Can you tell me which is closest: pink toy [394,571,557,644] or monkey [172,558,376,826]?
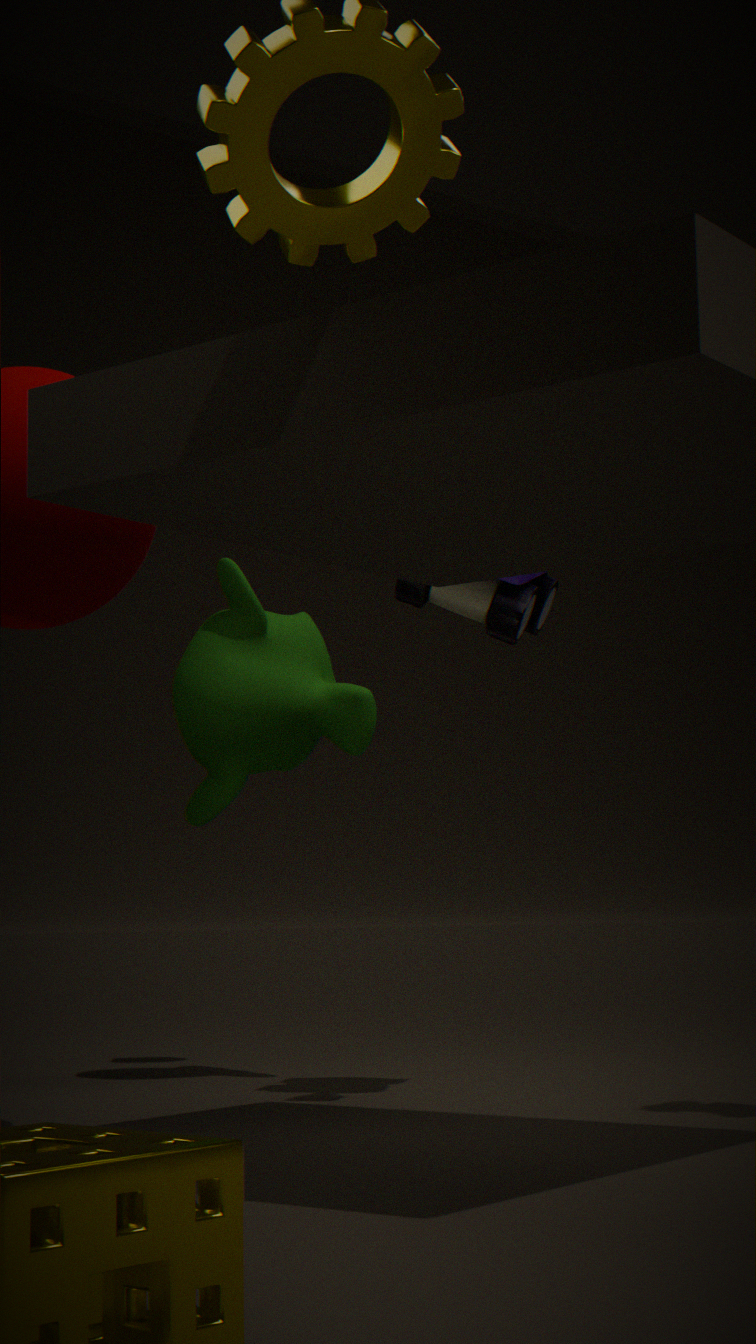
pink toy [394,571,557,644]
